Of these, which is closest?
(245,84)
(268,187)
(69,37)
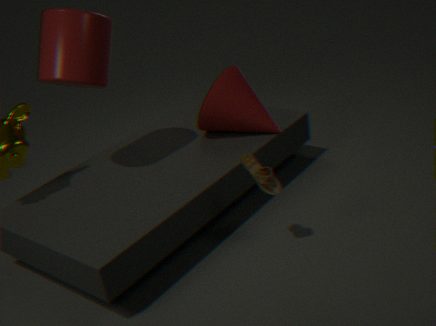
(268,187)
